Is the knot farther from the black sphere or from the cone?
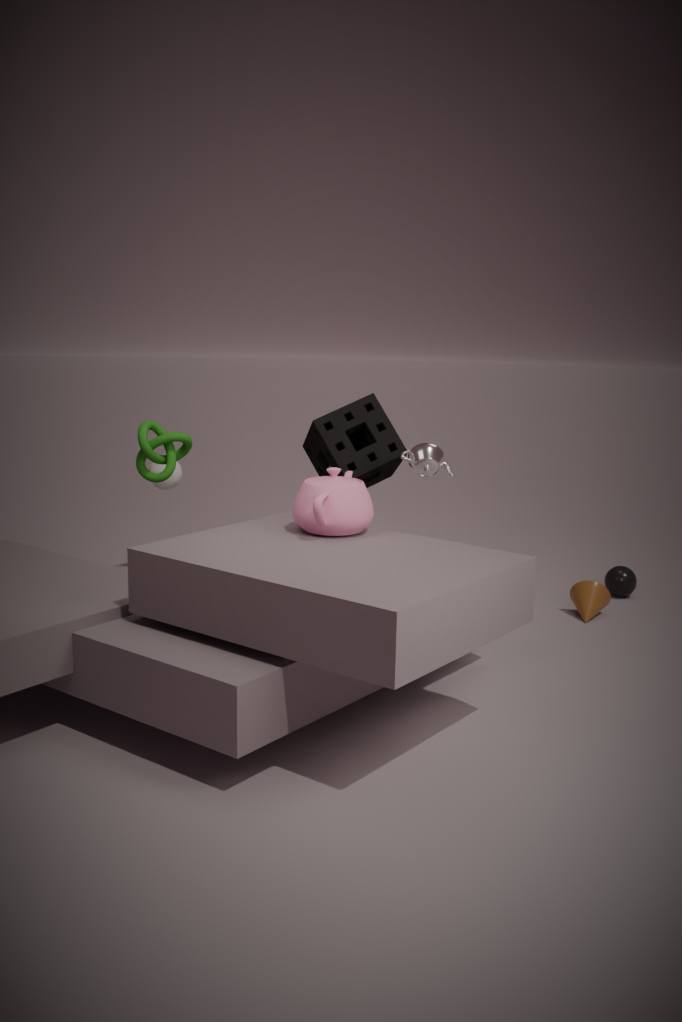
the black sphere
